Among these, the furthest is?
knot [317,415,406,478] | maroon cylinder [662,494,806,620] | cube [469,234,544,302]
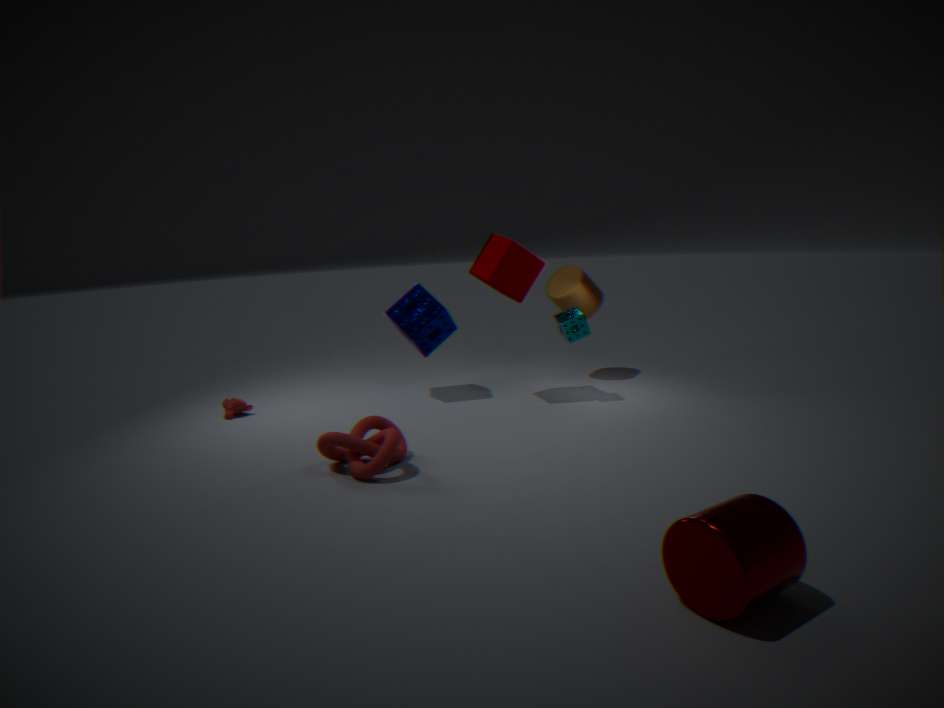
cube [469,234,544,302]
